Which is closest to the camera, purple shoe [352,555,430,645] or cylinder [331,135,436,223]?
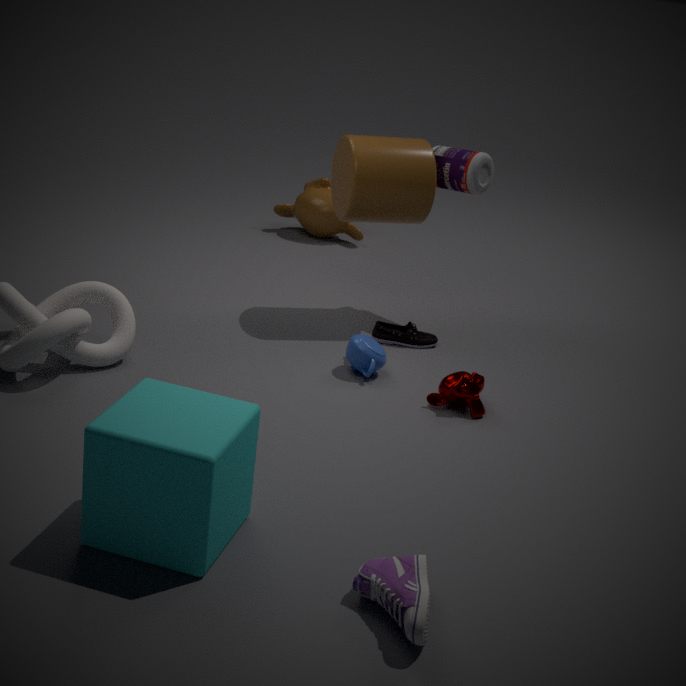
purple shoe [352,555,430,645]
